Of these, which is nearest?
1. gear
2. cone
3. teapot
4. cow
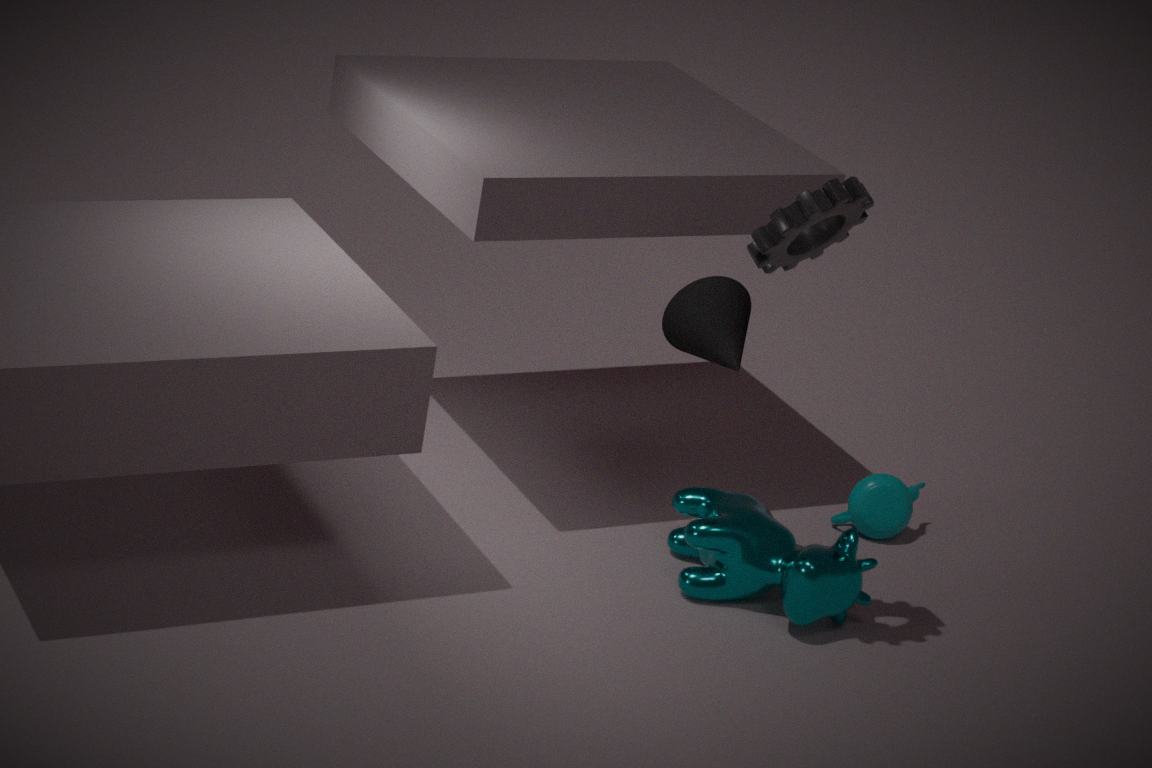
gear
